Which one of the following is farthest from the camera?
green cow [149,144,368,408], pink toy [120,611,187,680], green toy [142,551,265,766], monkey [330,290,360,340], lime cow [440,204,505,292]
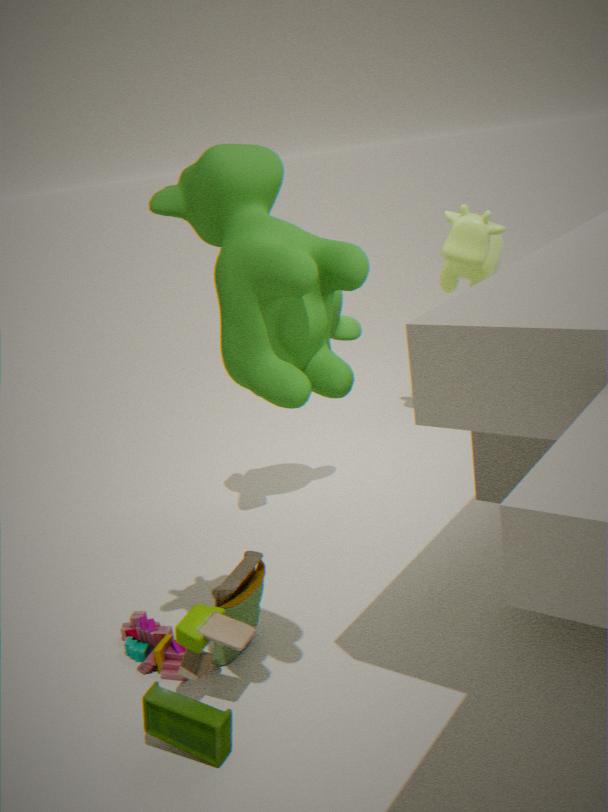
lime cow [440,204,505,292]
